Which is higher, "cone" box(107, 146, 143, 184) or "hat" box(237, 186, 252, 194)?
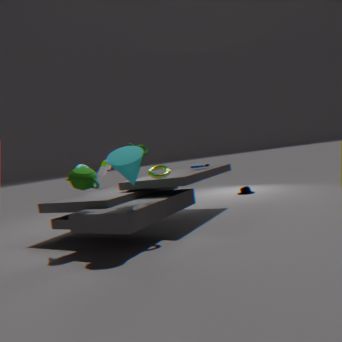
"cone" box(107, 146, 143, 184)
